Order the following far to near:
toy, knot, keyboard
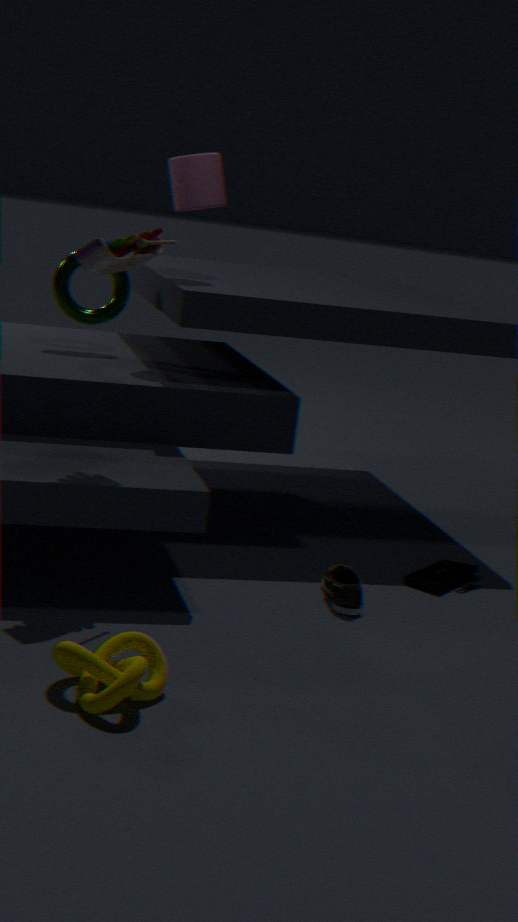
keyboard, toy, knot
